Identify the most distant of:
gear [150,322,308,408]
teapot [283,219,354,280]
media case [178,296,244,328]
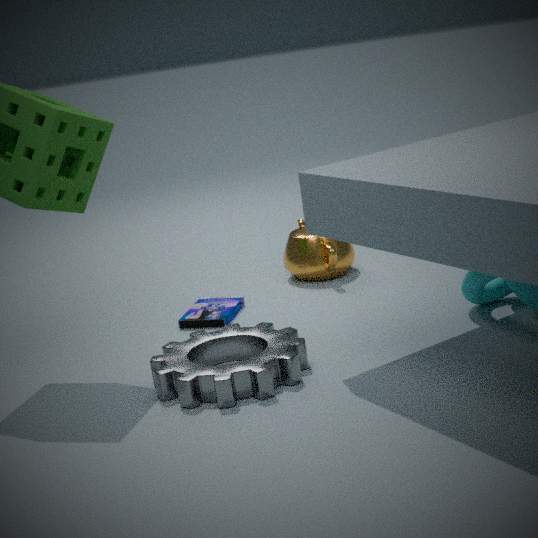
teapot [283,219,354,280]
